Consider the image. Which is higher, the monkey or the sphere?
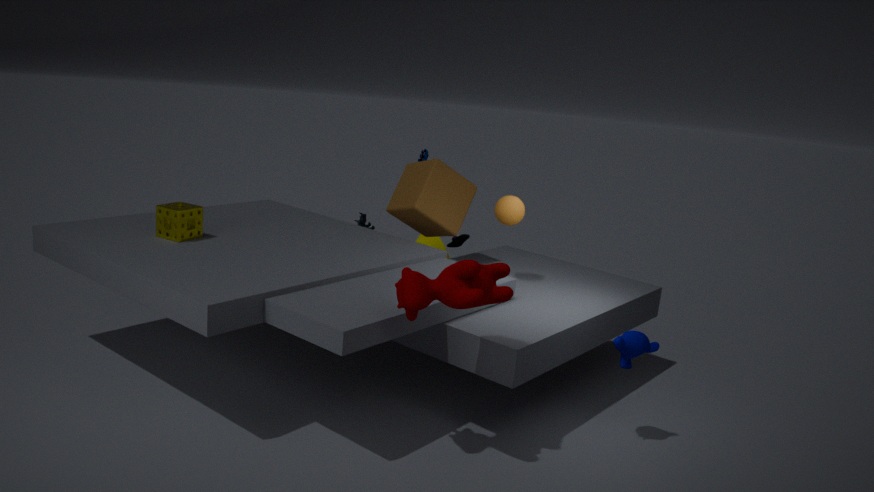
the sphere
